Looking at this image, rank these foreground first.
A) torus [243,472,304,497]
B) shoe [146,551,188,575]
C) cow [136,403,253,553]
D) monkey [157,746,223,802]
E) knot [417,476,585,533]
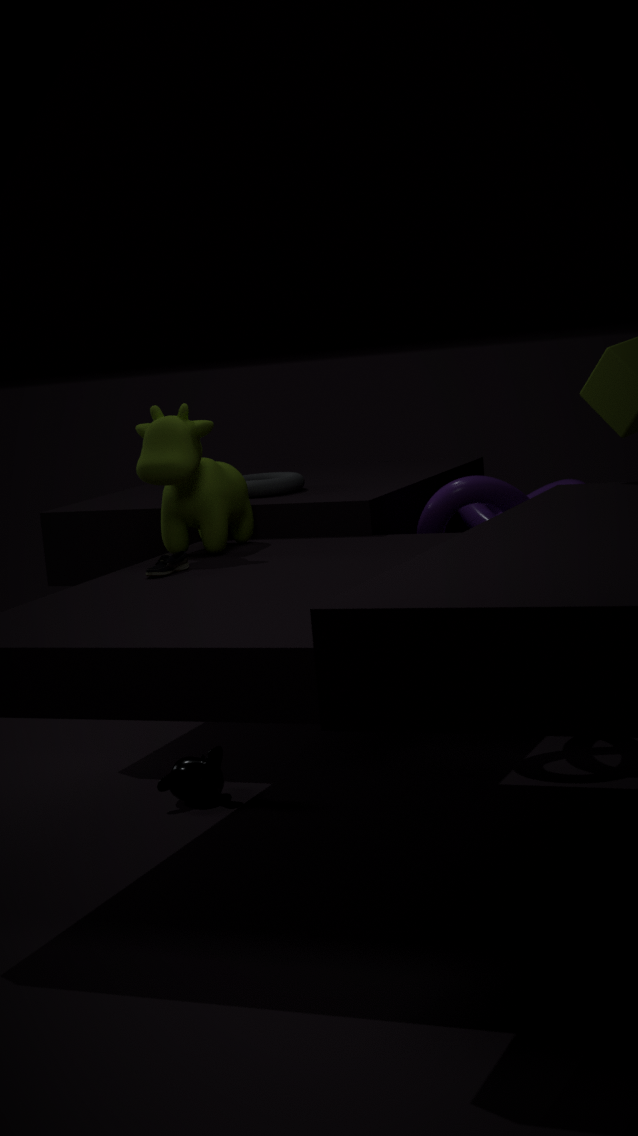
shoe [146,551,188,575]
cow [136,403,253,553]
monkey [157,746,223,802]
knot [417,476,585,533]
torus [243,472,304,497]
